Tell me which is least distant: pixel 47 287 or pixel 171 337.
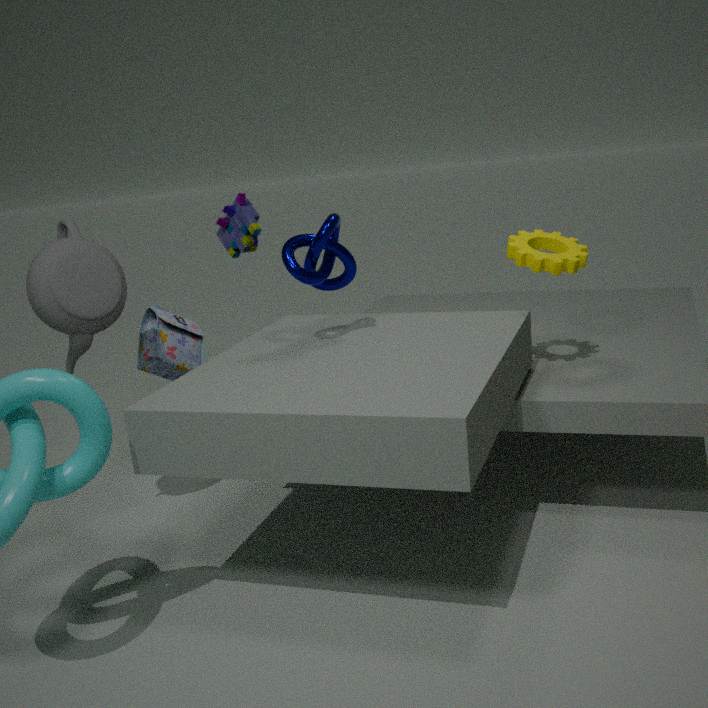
pixel 47 287
